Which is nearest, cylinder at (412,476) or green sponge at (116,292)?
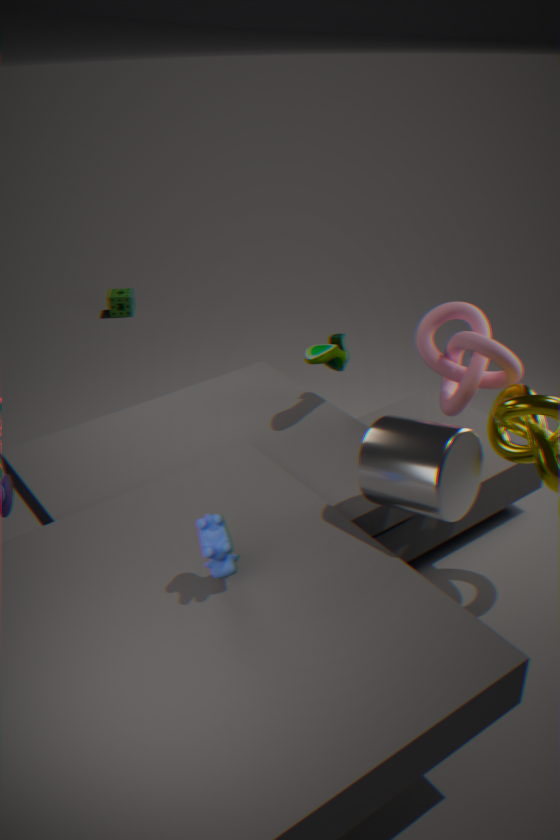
cylinder at (412,476)
